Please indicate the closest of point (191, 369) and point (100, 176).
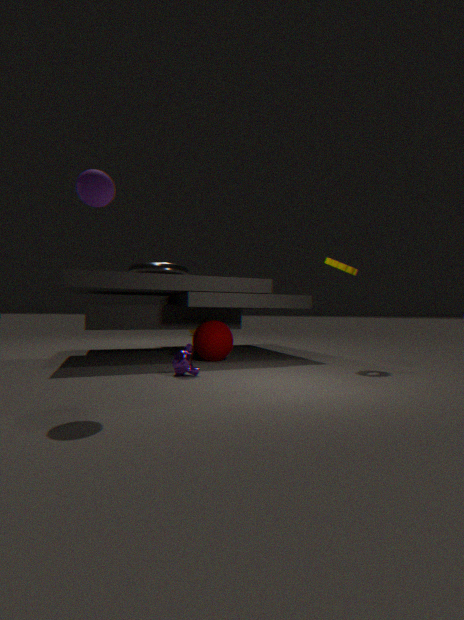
point (100, 176)
